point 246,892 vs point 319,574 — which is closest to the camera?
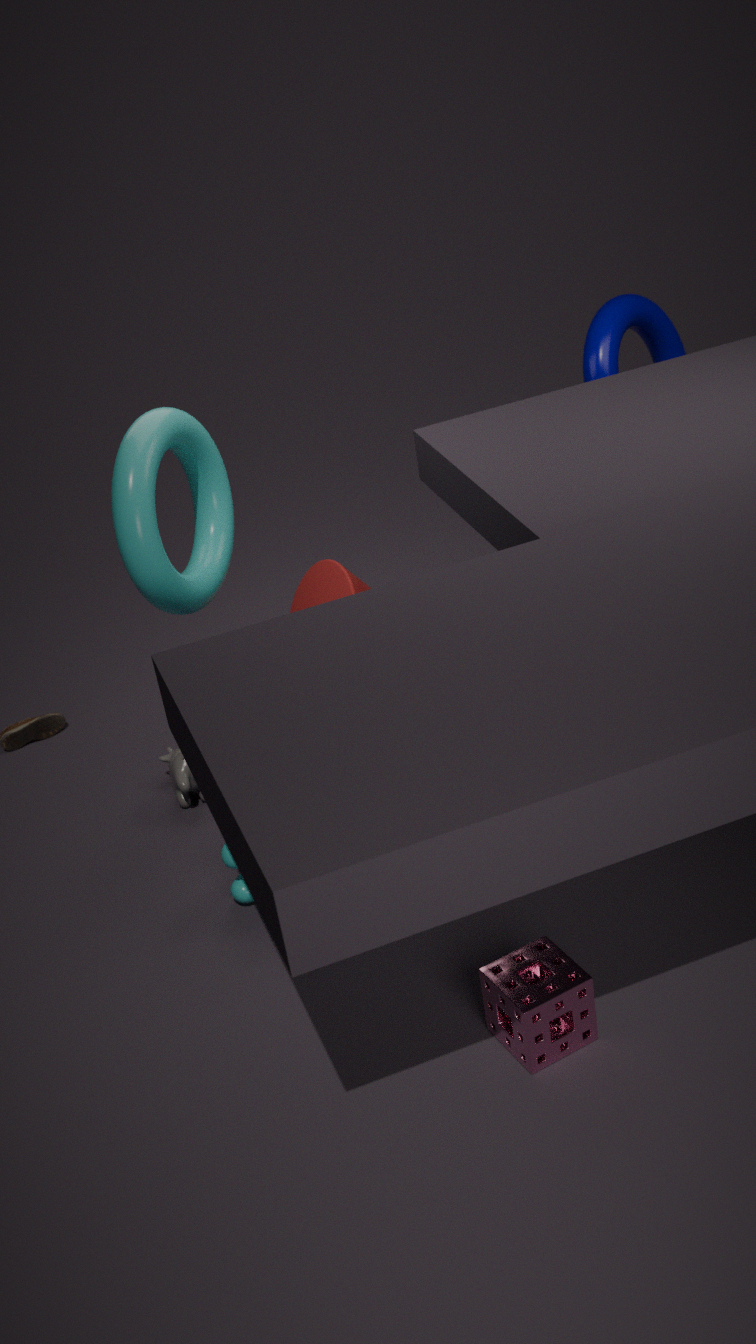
point 246,892
